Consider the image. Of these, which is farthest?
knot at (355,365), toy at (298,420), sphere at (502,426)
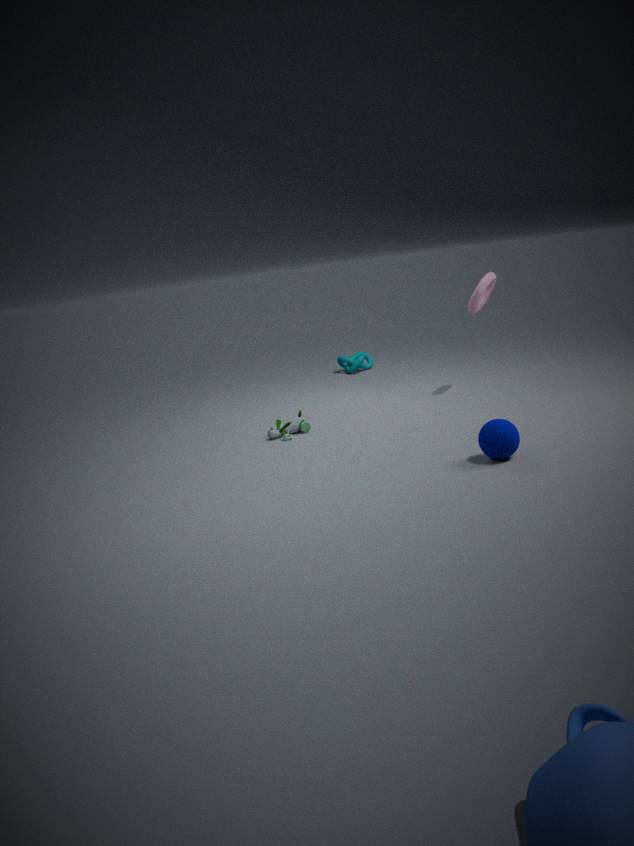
knot at (355,365)
